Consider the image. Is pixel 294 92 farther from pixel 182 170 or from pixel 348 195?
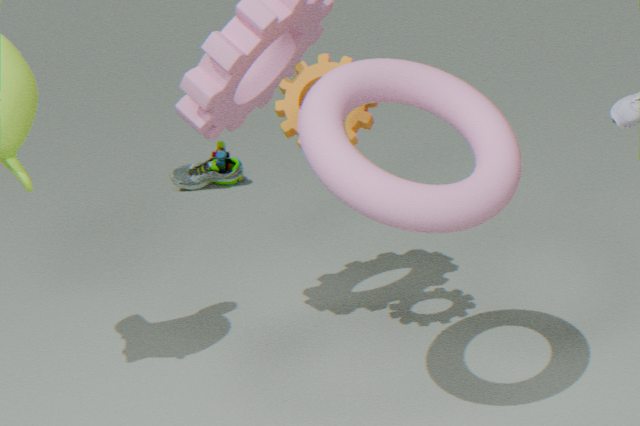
pixel 182 170
